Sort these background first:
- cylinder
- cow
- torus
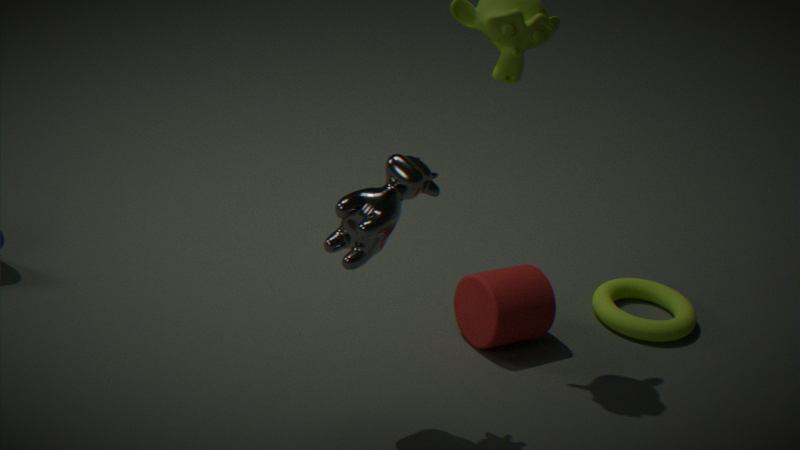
torus, cylinder, cow
